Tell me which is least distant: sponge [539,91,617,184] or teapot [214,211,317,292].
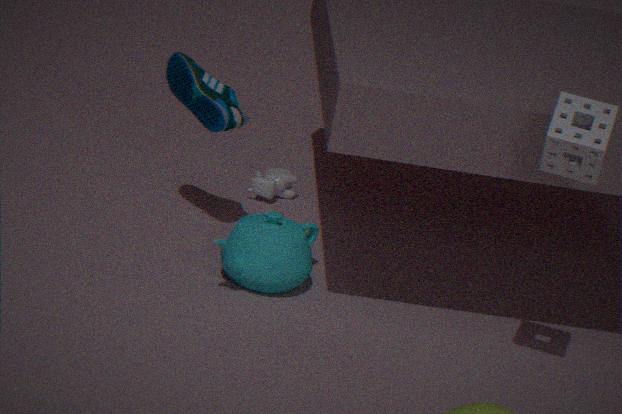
sponge [539,91,617,184]
